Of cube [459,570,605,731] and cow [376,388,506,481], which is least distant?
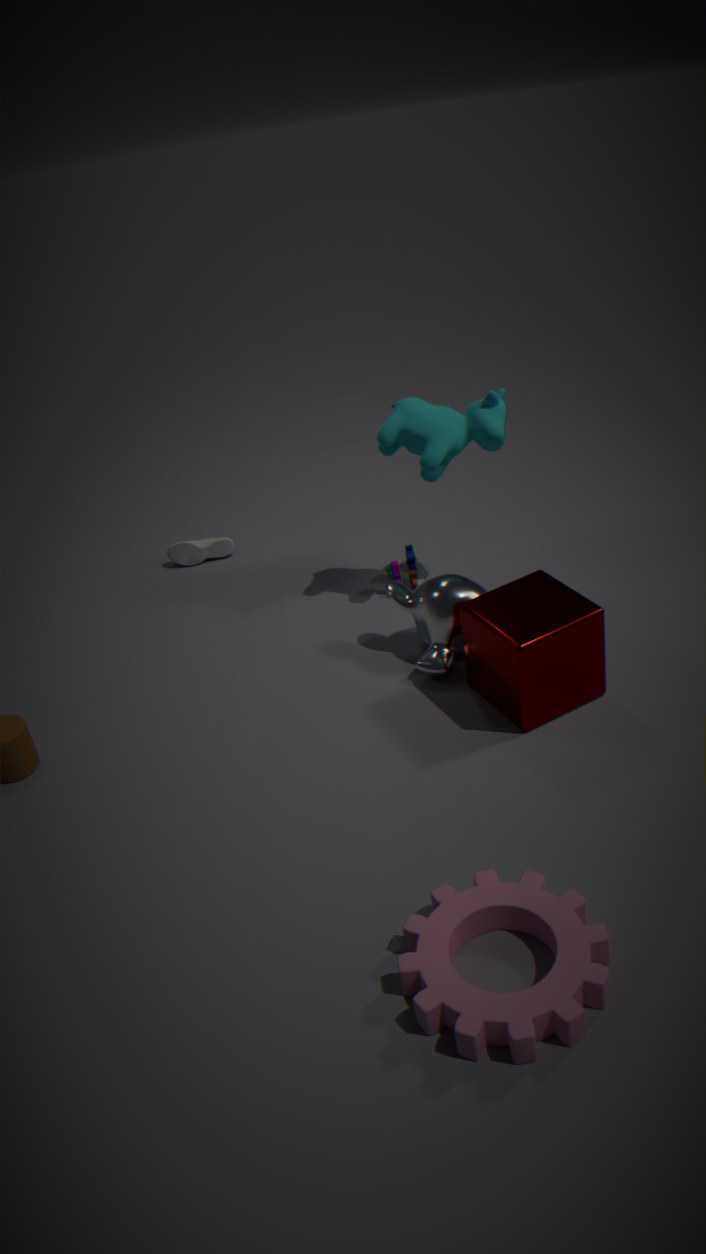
cube [459,570,605,731]
